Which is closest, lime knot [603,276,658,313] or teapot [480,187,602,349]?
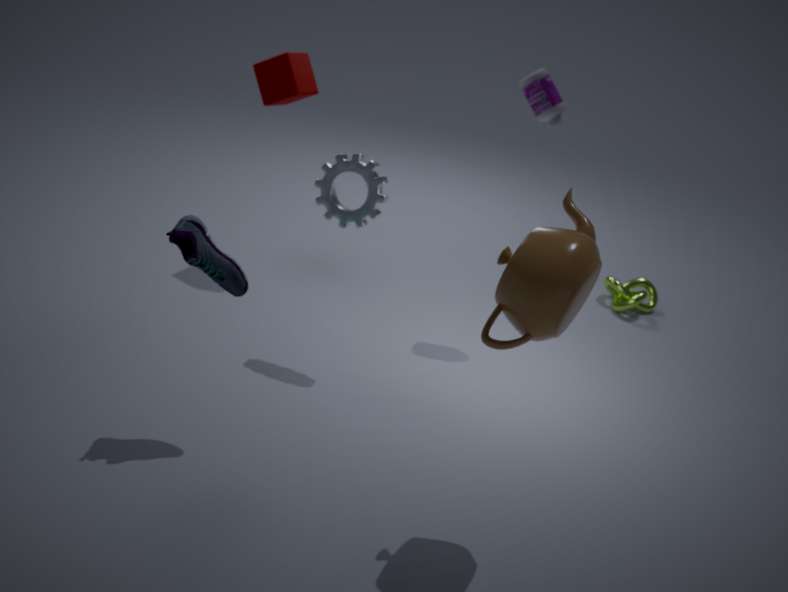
teapot [480,187,602,349]
